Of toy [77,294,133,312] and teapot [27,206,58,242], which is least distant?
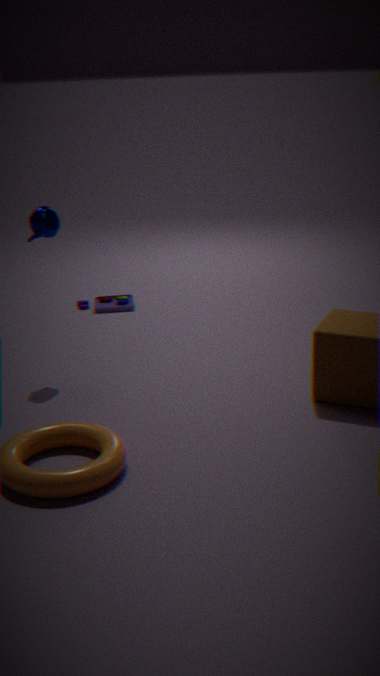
teapot [27,206,58,242]
